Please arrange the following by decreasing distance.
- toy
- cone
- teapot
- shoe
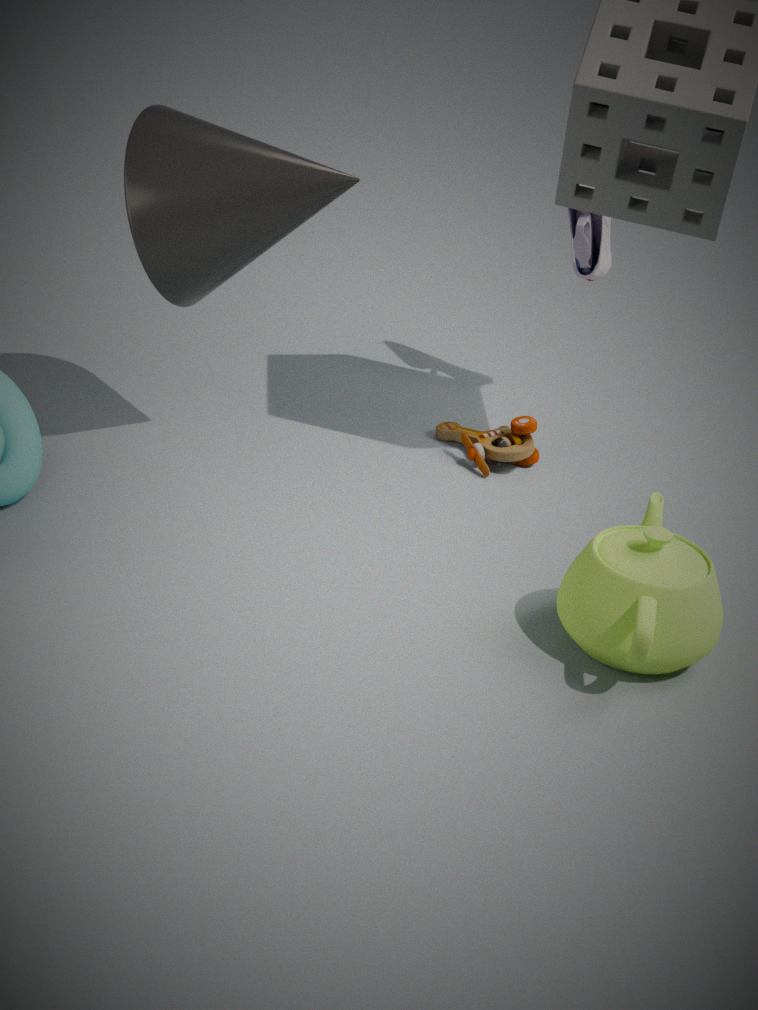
shoe < toy < cone < teapot
